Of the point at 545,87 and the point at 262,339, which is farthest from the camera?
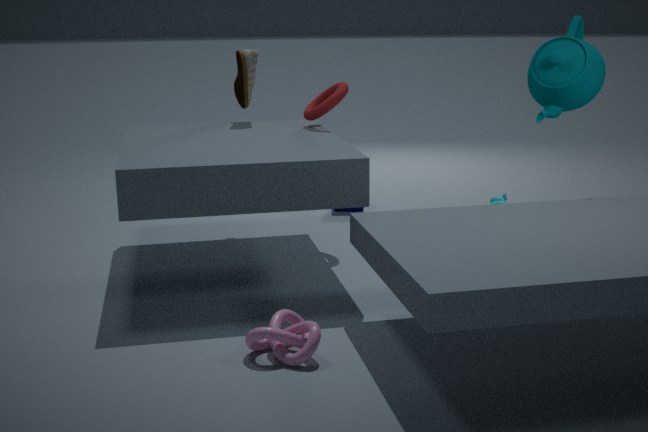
the point at 545,87
